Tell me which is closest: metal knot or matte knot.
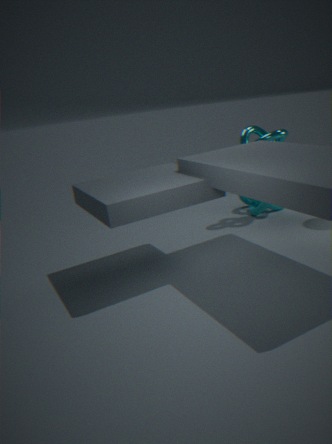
metal knot
